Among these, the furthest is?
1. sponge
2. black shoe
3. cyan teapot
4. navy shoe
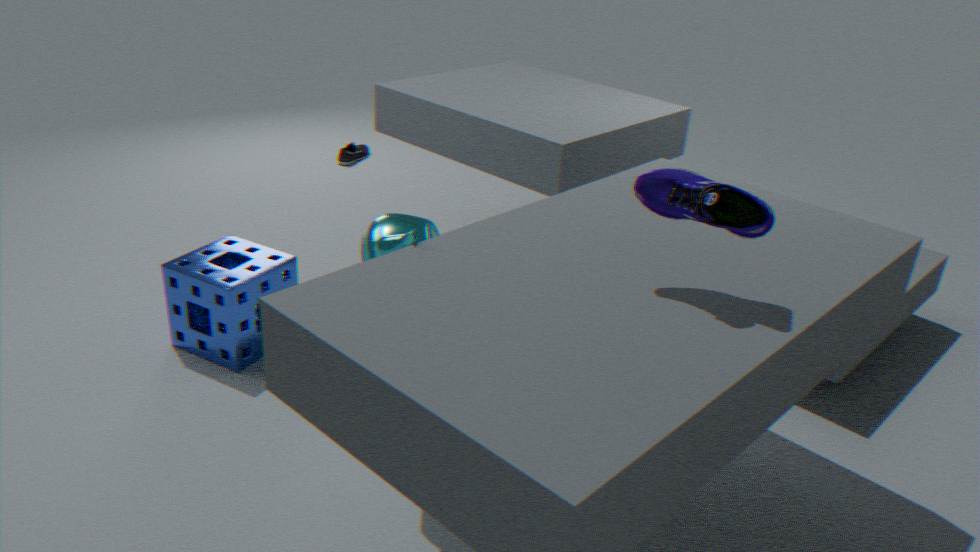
black shoe
